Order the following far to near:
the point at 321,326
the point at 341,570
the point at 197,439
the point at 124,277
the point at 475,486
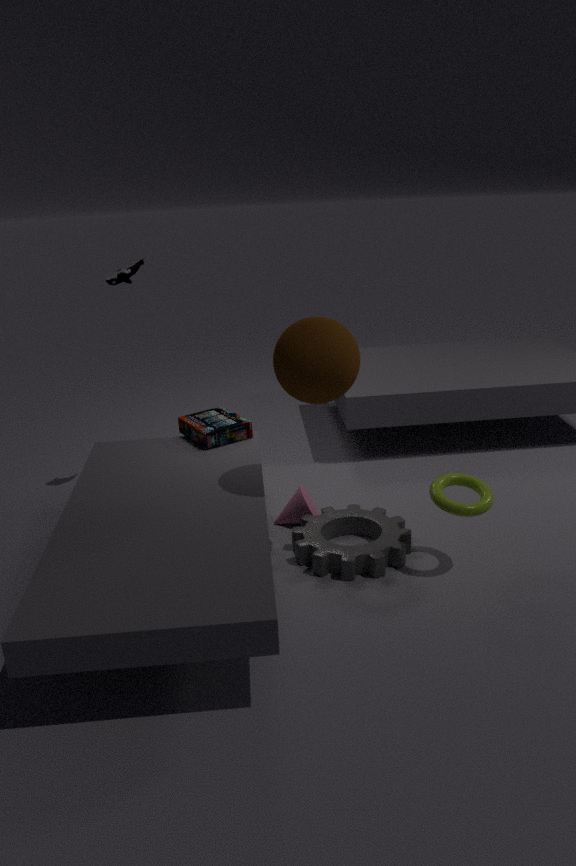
the point at 197,439, the point at 124,277, the point at 341,570, the point at 475,486, the point at 321,326
